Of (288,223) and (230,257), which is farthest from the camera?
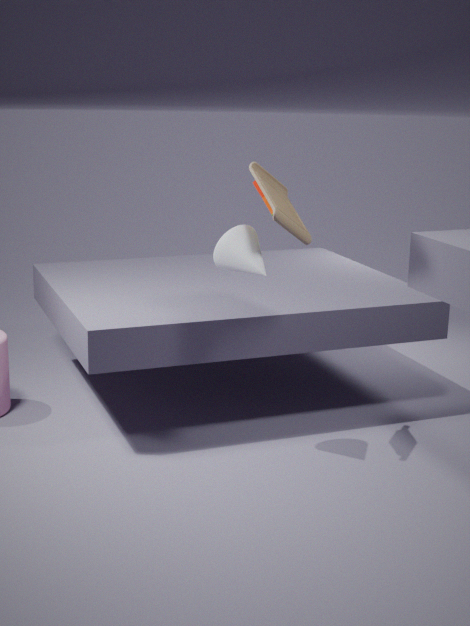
(230,257)
